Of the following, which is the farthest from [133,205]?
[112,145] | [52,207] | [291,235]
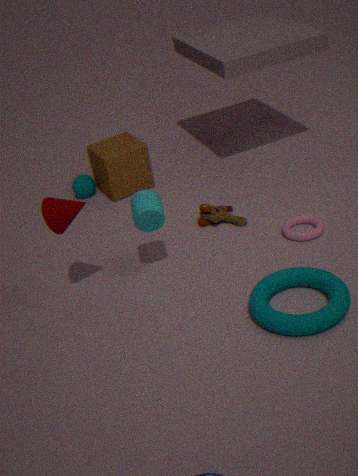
[112,145]
